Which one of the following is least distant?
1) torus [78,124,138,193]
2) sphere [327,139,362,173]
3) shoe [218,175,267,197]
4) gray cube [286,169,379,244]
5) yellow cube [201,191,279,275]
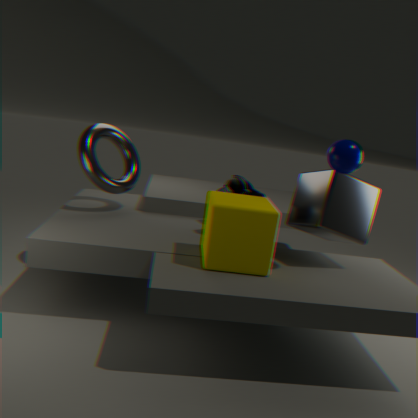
2. sphere [327,139,362,173]
